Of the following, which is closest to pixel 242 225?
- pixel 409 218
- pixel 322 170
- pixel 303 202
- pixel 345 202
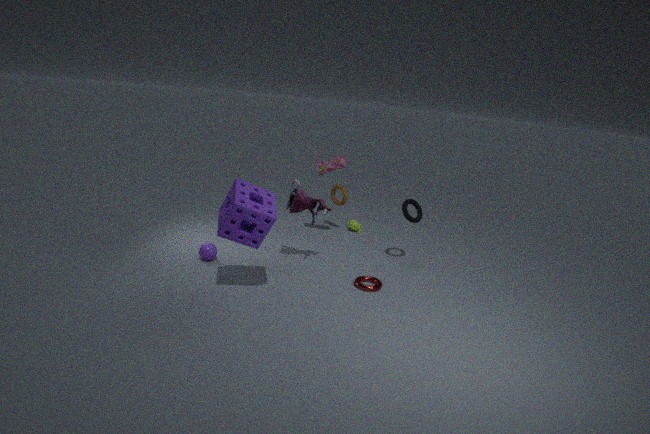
pixel 303 202
